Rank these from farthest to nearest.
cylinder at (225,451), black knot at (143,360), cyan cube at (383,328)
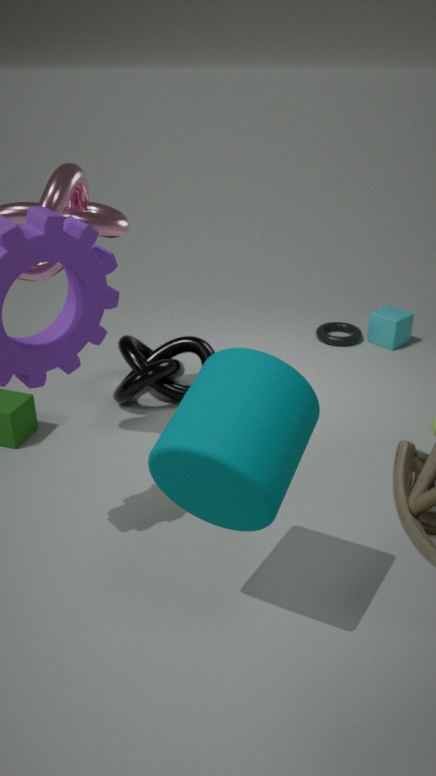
1. cyan cube at (383,328)
2. black knot at (143,360)
3. cylinder at (225,451)
